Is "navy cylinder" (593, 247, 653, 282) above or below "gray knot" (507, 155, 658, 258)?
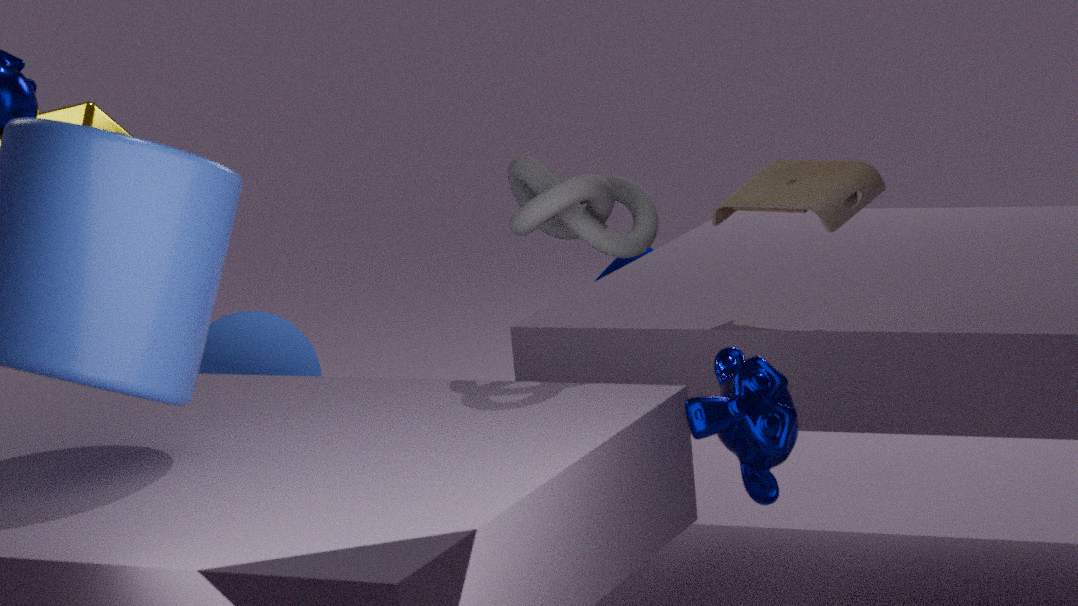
below
